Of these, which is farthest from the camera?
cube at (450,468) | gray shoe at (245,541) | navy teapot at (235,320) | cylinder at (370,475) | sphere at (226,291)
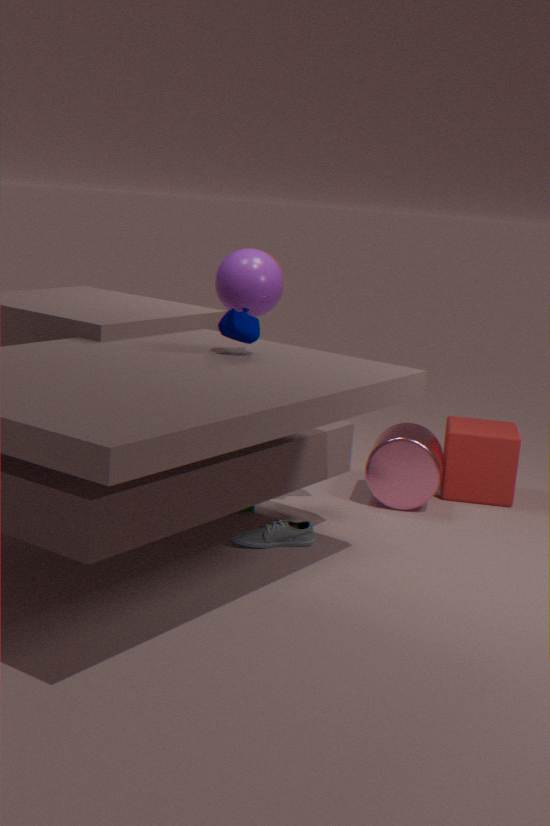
sphere at (226,291)
